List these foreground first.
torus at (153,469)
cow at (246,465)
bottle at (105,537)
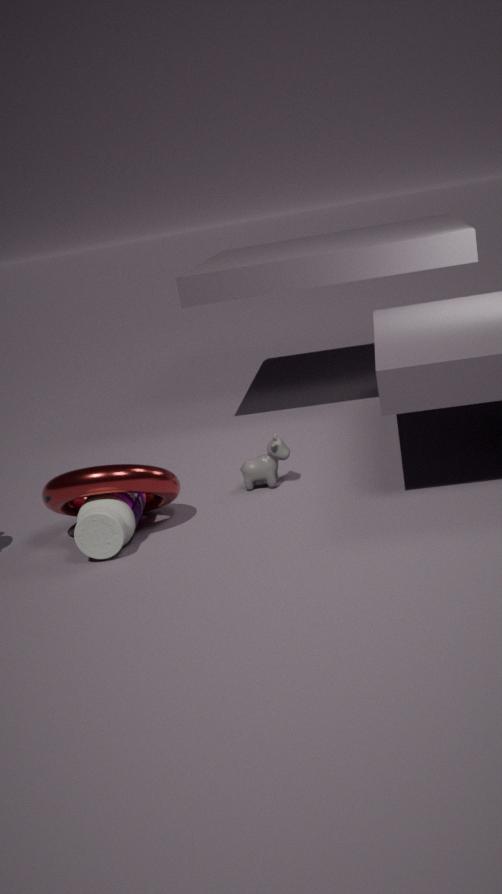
bottle at (105,537)
torus at (153,469)
cow at (246,465)
